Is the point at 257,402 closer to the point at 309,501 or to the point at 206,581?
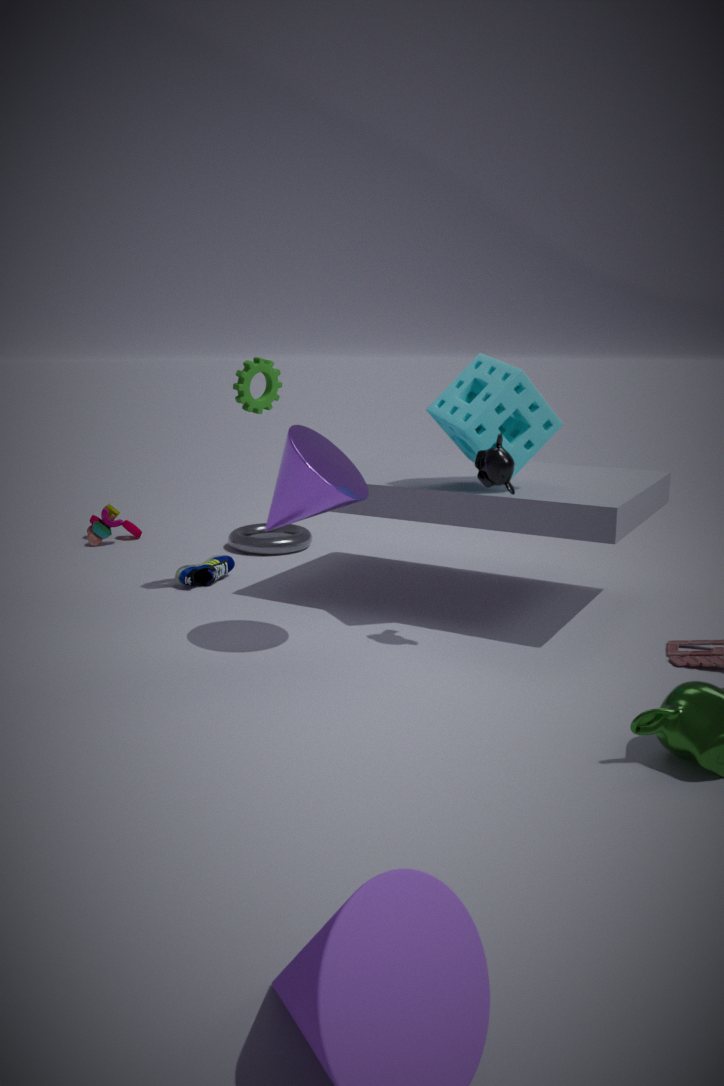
the point at 309,501
